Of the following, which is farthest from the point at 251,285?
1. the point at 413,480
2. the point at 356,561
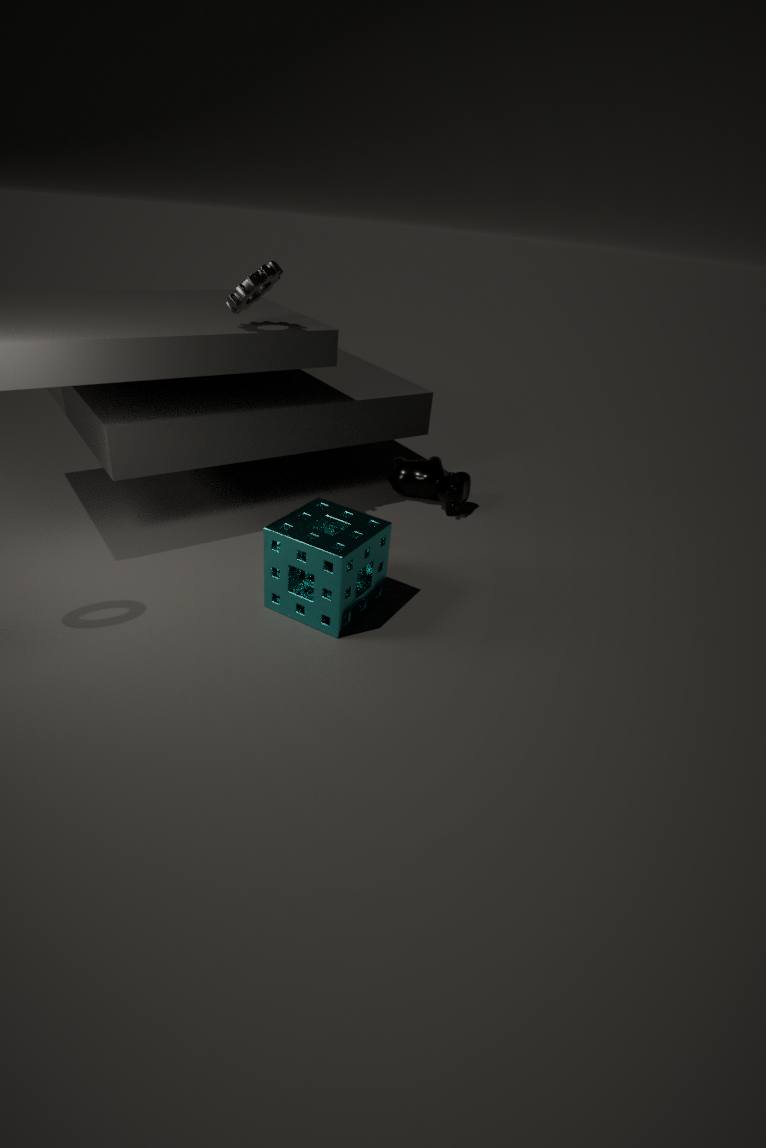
the point at 413,480
